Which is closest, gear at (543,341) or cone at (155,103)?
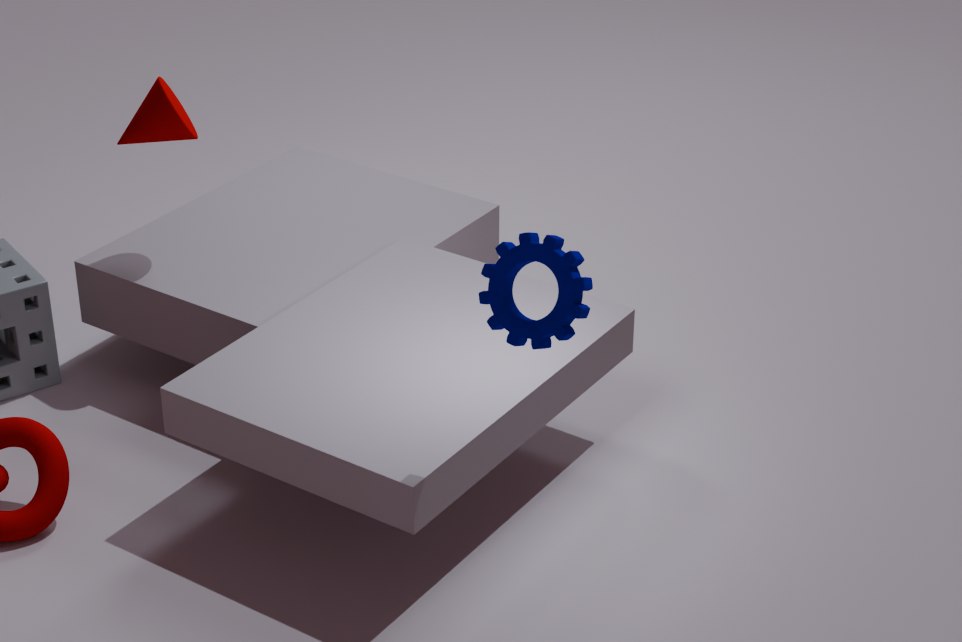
gear at (543,341)
